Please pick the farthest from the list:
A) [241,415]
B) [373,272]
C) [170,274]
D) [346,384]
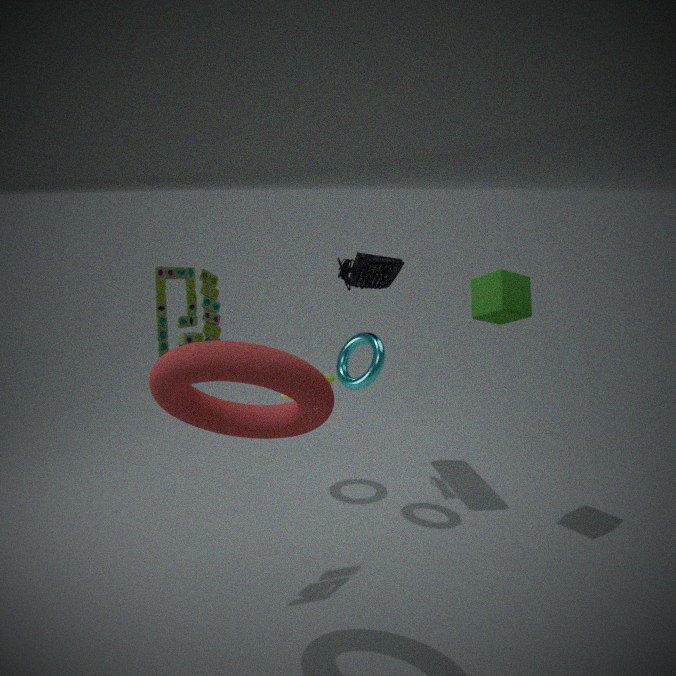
[373,272]
